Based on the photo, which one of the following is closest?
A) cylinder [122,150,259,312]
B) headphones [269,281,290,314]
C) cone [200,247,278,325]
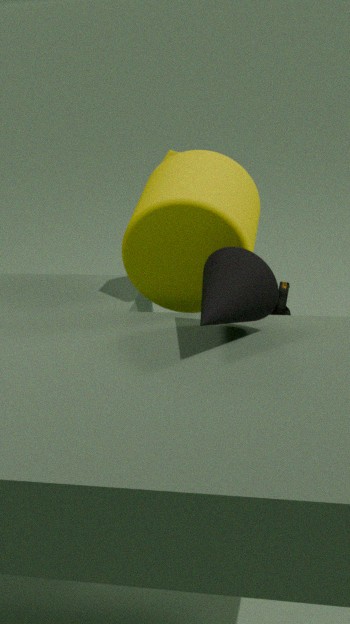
cone [200,247,278,325]
